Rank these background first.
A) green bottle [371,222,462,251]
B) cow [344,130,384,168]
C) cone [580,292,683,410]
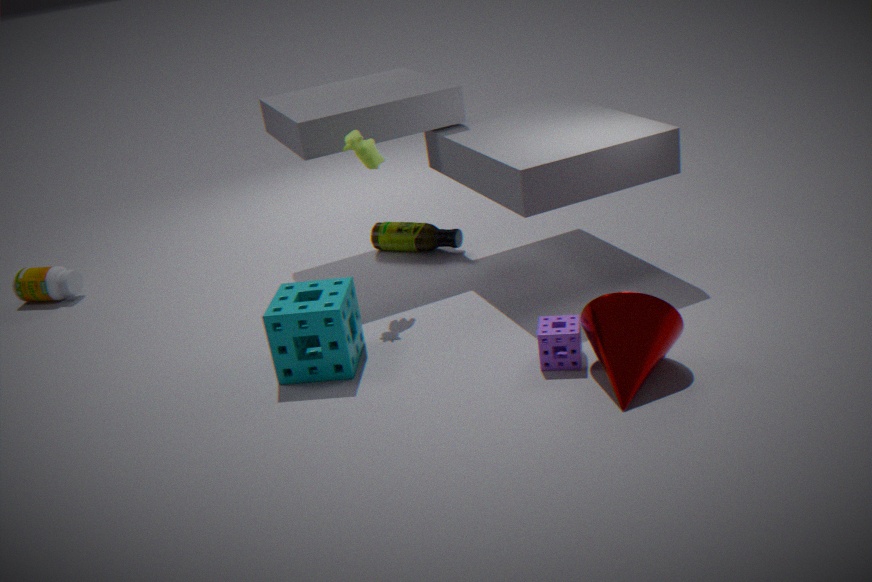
green bottle [371,222,462,251], cow [344,130,384,168], cone [580,292,683,410]
